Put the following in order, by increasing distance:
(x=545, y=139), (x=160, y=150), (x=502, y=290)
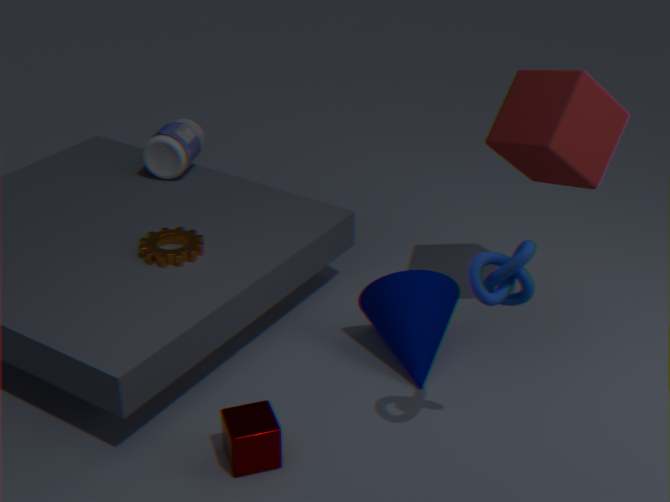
(x=502, y=290)
(x=545, y=139)
(x=160, y=150)
